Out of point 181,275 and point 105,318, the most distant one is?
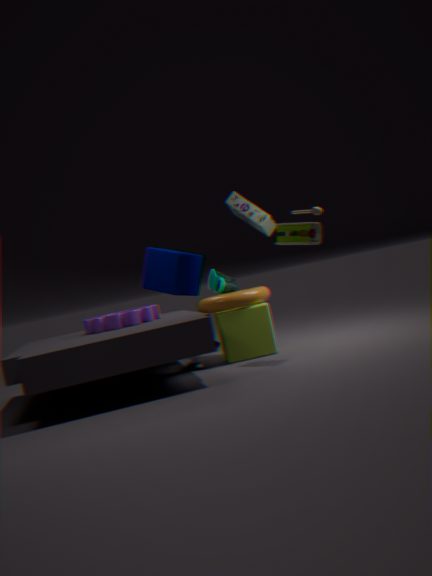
point 181,275
